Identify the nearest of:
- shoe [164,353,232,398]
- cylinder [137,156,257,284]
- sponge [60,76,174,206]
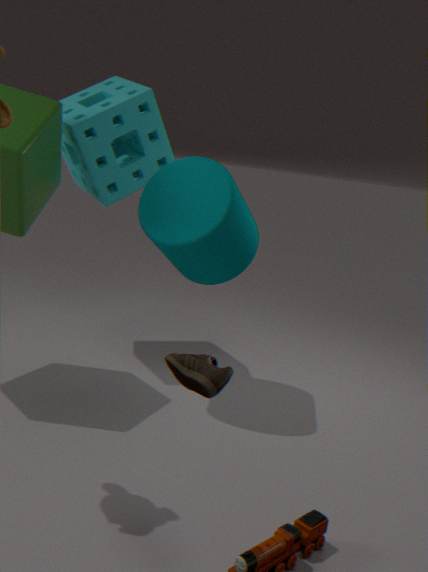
shoe [164,353,232,398]
